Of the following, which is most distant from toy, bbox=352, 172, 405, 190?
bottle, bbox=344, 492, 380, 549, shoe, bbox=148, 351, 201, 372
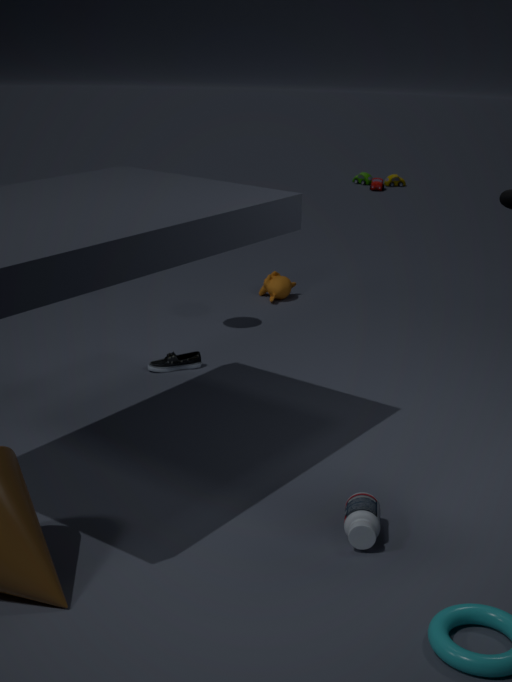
bottle, bbox=344, 492, 380, 549
